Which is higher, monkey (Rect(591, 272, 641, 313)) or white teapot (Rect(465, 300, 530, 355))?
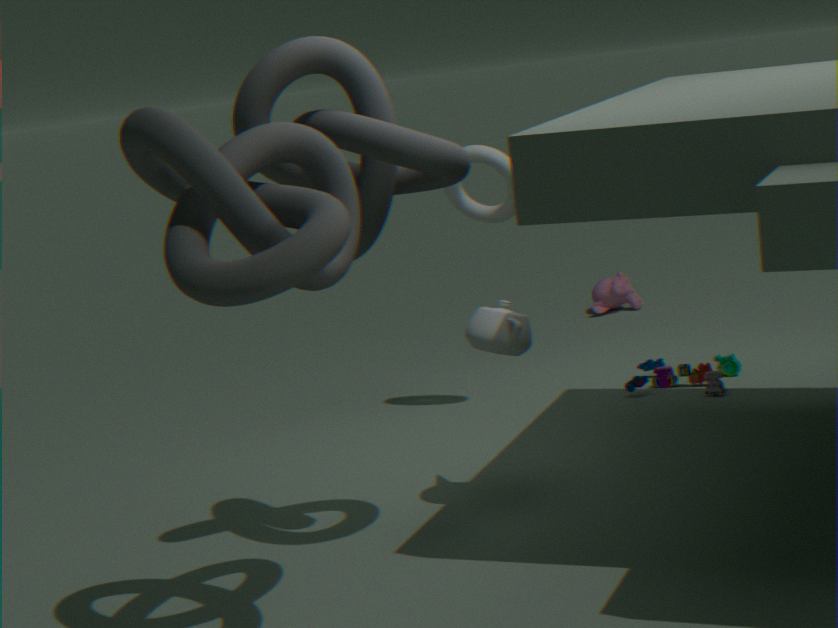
white teapot (Rect(465, 300, 530, 355))
